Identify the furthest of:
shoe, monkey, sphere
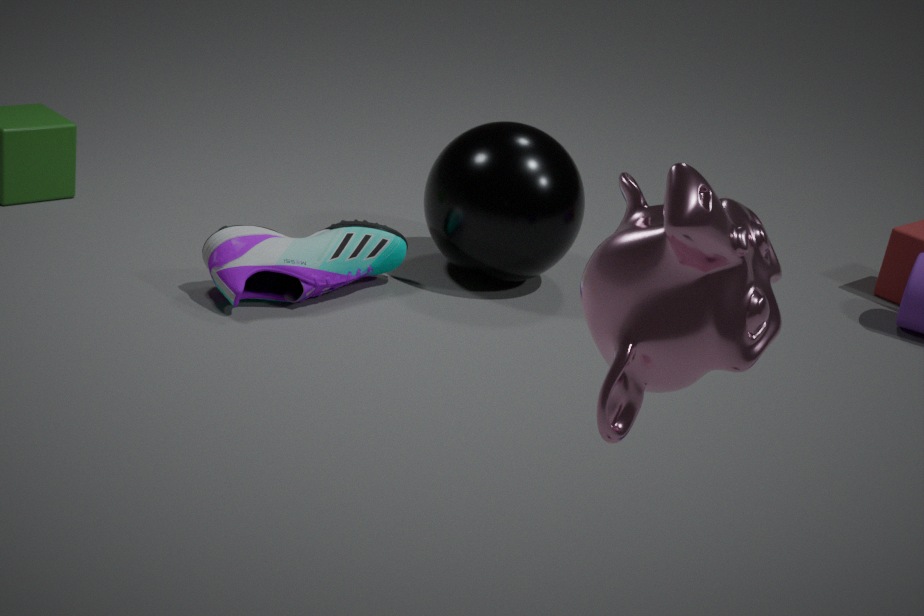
sphere
